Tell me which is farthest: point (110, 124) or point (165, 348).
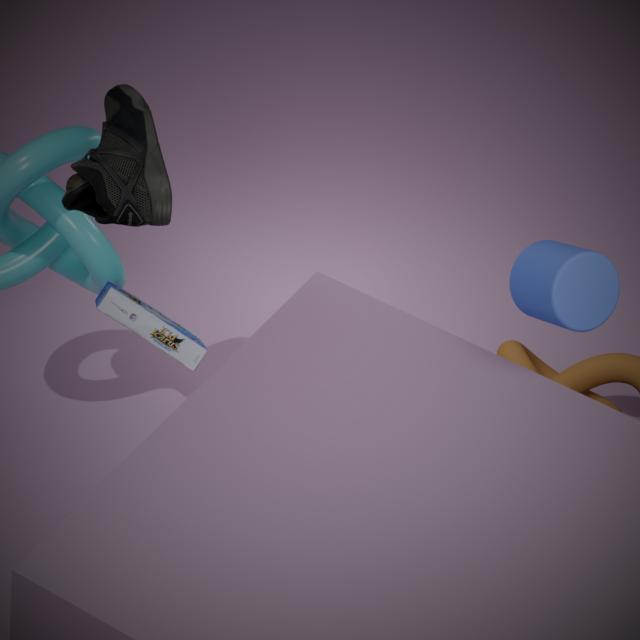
point (165, 348)
